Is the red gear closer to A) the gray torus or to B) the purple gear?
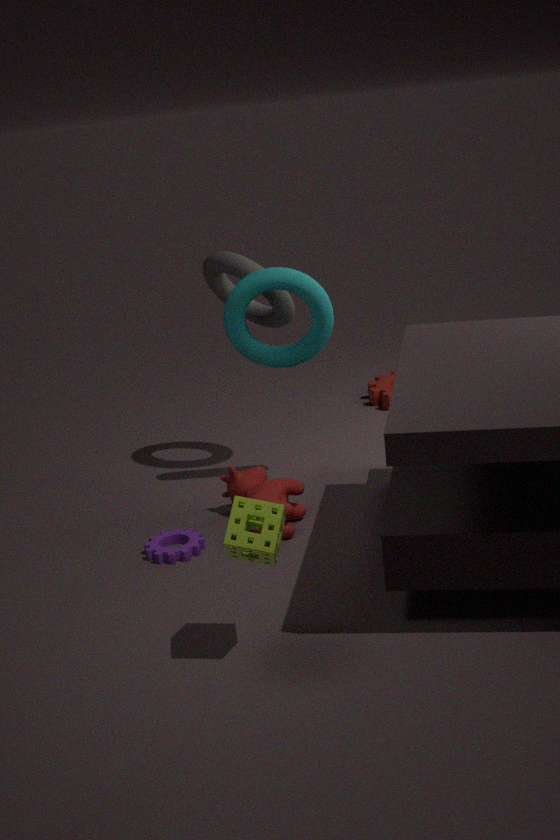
A) the gray torus
